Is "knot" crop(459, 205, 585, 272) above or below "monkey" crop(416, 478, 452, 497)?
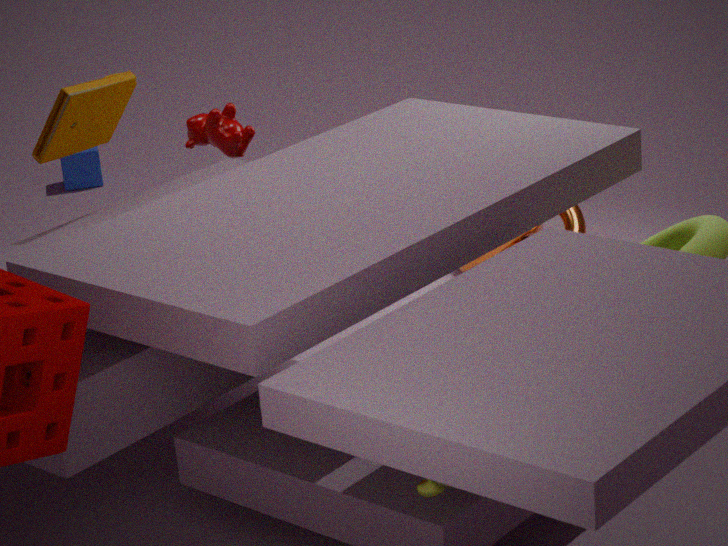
below
